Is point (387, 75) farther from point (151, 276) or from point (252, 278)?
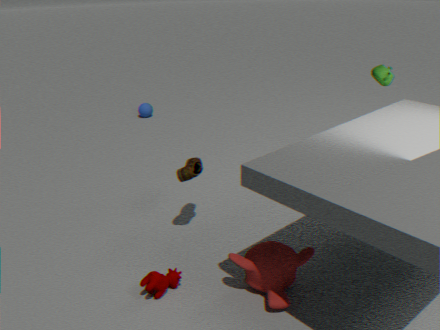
point (151, 276)
